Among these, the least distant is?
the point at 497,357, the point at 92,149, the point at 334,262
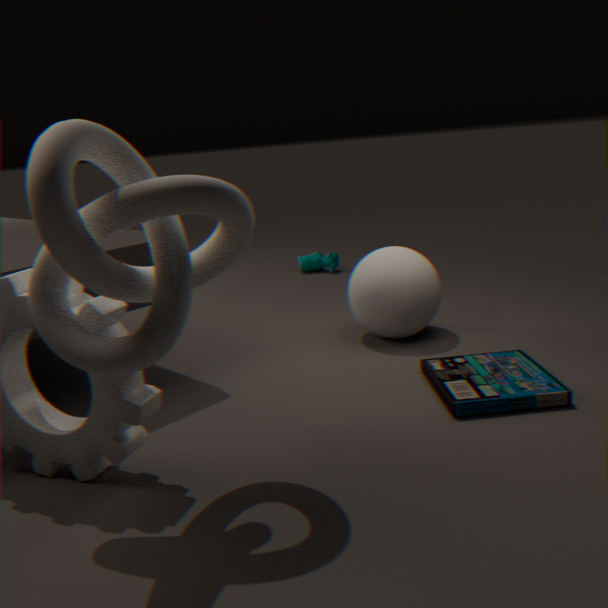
the point at 92,149
